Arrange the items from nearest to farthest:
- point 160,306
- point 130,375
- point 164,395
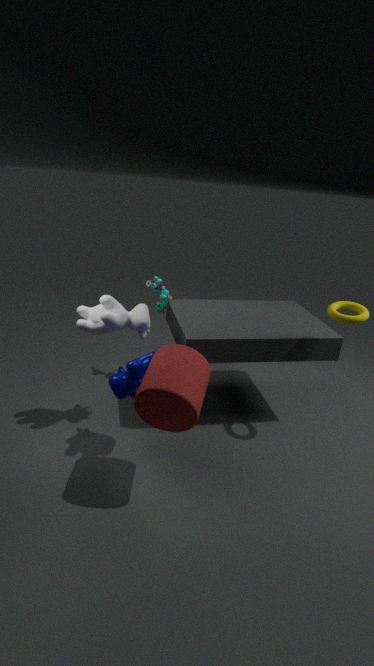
point 164,395
point 130,375
point 160,306
